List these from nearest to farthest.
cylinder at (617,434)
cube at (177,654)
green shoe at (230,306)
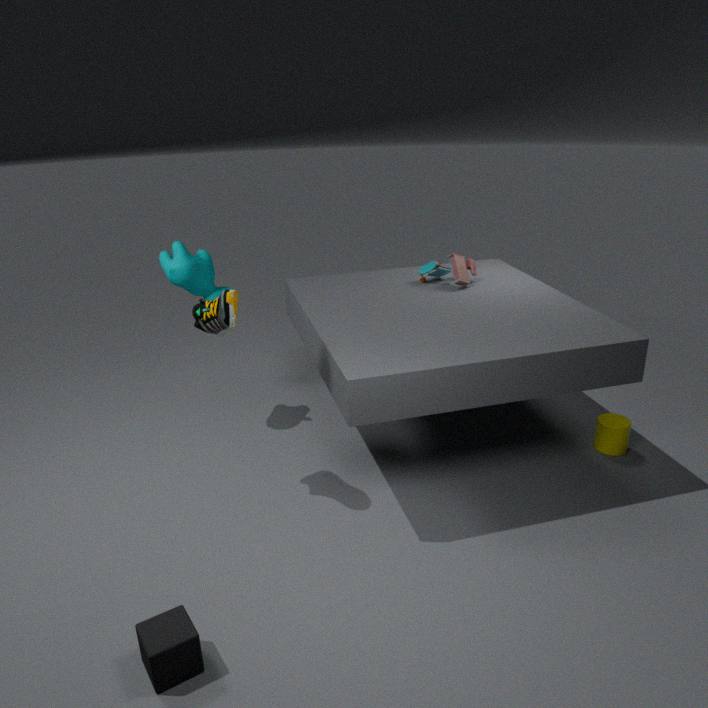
cube at (177,654), green shoe at (230,306), cylinder at (617,434)
